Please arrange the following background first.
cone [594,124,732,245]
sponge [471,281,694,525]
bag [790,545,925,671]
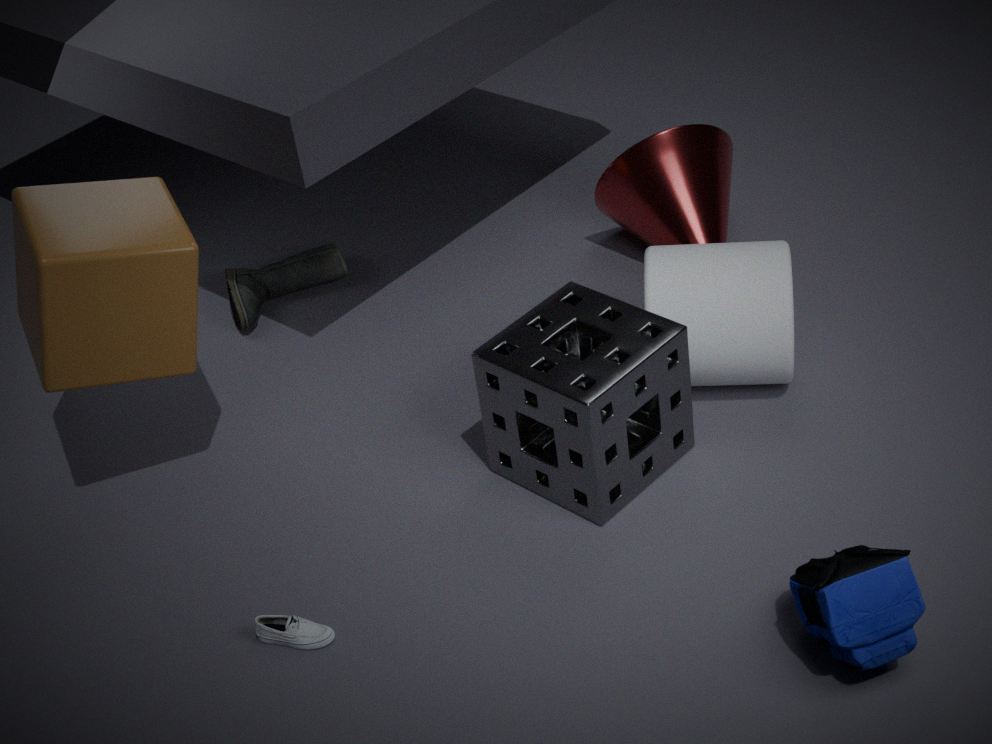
cone [594,124,732,245], sponge [471,281,694,525], bag [790,545,925,671]
